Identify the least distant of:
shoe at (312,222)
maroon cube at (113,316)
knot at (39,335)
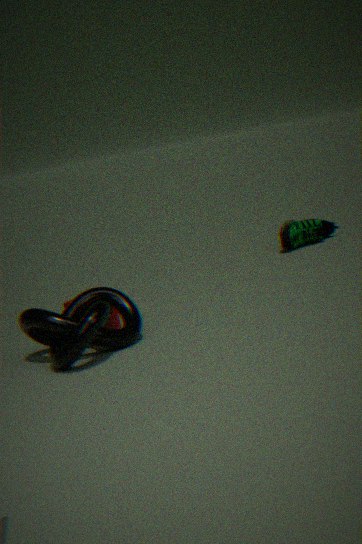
knot at (39,335)
